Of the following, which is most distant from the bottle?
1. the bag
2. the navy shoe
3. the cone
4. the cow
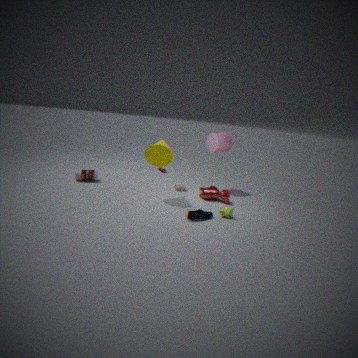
the navy shoe
